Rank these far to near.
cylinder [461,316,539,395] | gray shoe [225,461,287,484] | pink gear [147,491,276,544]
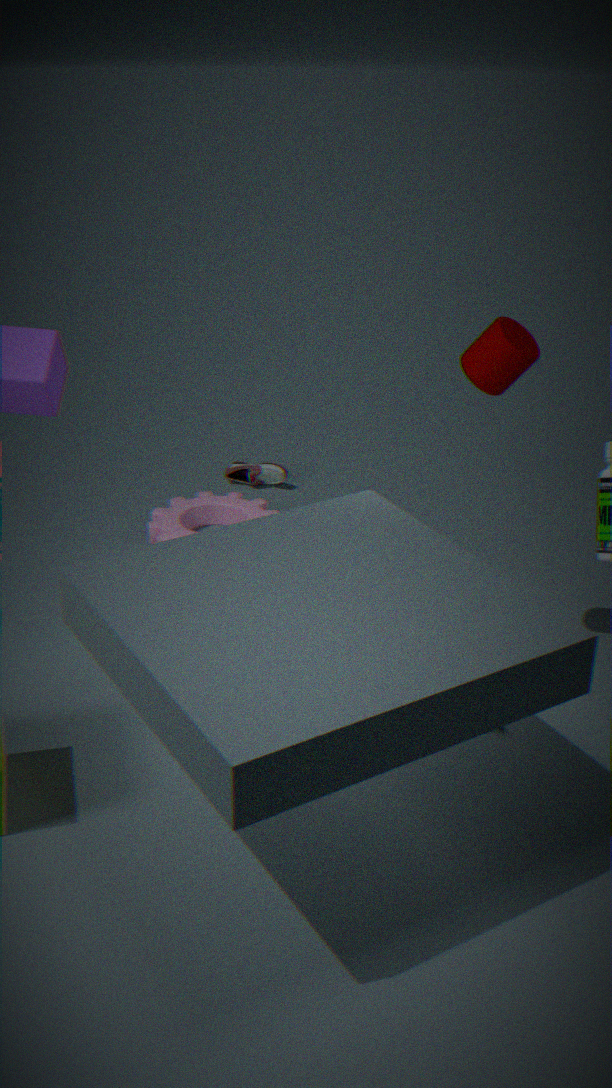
1. gray shoe [225,461,287,484]
2. pink gear [147,491,276,544]
3. cylinder [461,316,539,395]
